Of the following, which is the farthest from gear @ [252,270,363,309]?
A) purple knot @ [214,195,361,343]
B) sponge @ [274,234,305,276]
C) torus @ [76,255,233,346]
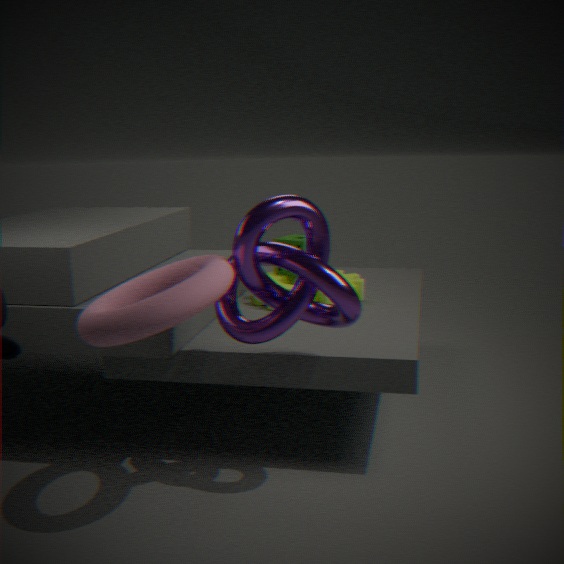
torus @ [76,255,233,346]
